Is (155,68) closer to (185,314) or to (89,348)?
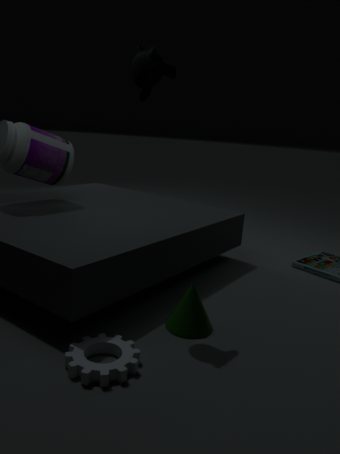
(185,314)
